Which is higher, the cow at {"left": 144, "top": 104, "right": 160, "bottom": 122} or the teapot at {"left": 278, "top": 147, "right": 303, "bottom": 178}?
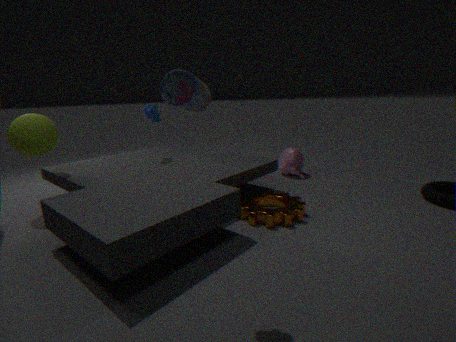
the cow at {"left": 144, "top": 104, "right": 160, "bottom": 122}
